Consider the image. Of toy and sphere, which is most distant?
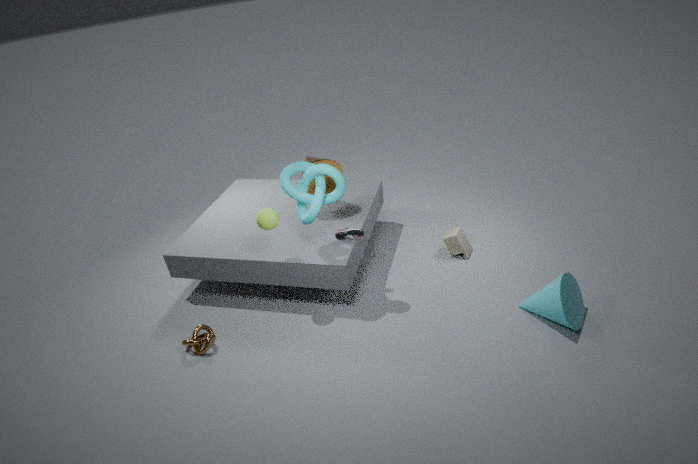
toy
